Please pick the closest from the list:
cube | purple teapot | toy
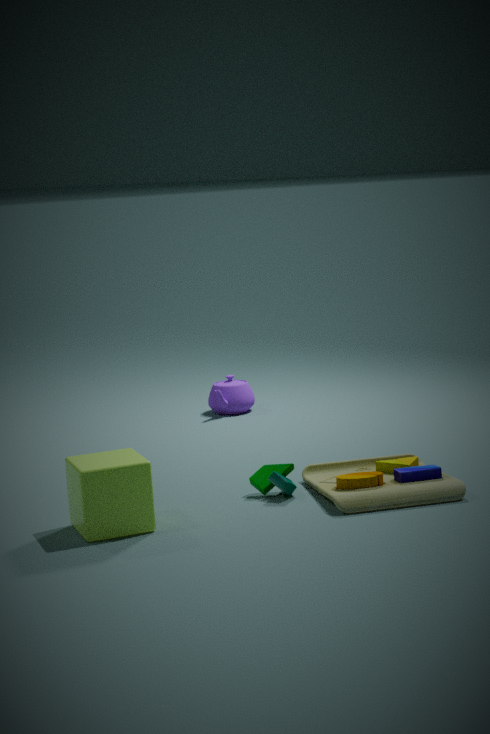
cube
